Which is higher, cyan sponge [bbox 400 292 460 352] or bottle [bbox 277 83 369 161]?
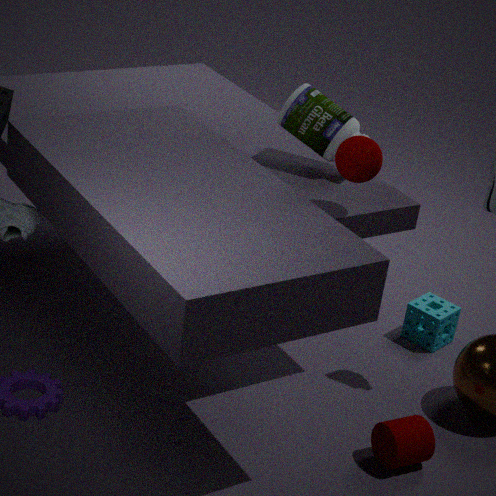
bottle [bbox 277 83 369 161]
